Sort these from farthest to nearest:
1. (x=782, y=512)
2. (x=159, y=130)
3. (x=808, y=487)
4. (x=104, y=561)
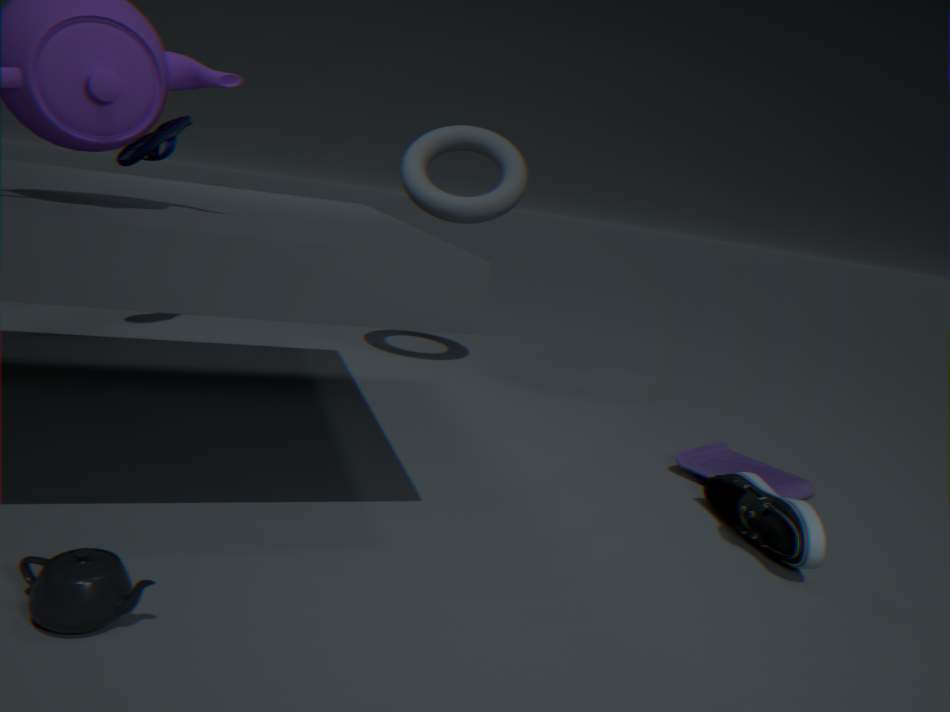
(x=159, y=130)
(x=808, y=487)
(x=782, y=512)
(x=104, y=561)
